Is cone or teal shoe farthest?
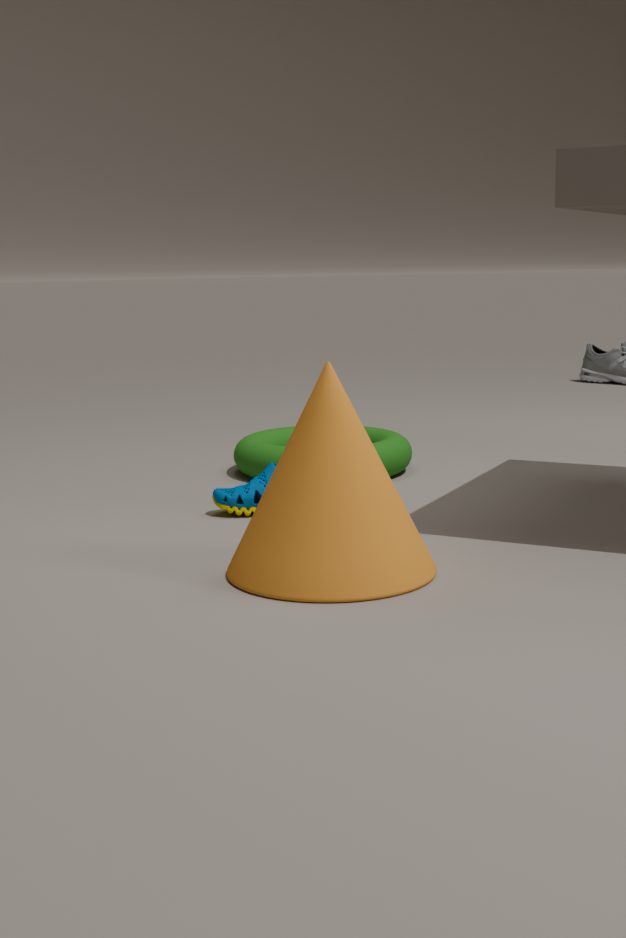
teal shoe
